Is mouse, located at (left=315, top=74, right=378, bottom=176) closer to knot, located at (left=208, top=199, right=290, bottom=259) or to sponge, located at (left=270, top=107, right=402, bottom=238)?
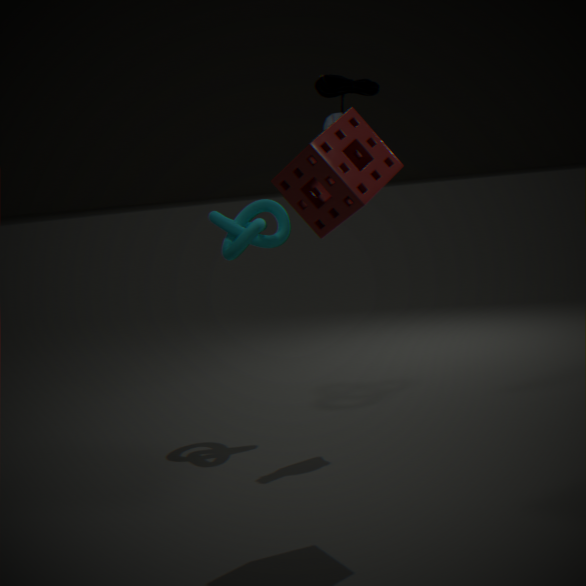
knot, located at (left=208, top=199, right=290, bottom=259)
